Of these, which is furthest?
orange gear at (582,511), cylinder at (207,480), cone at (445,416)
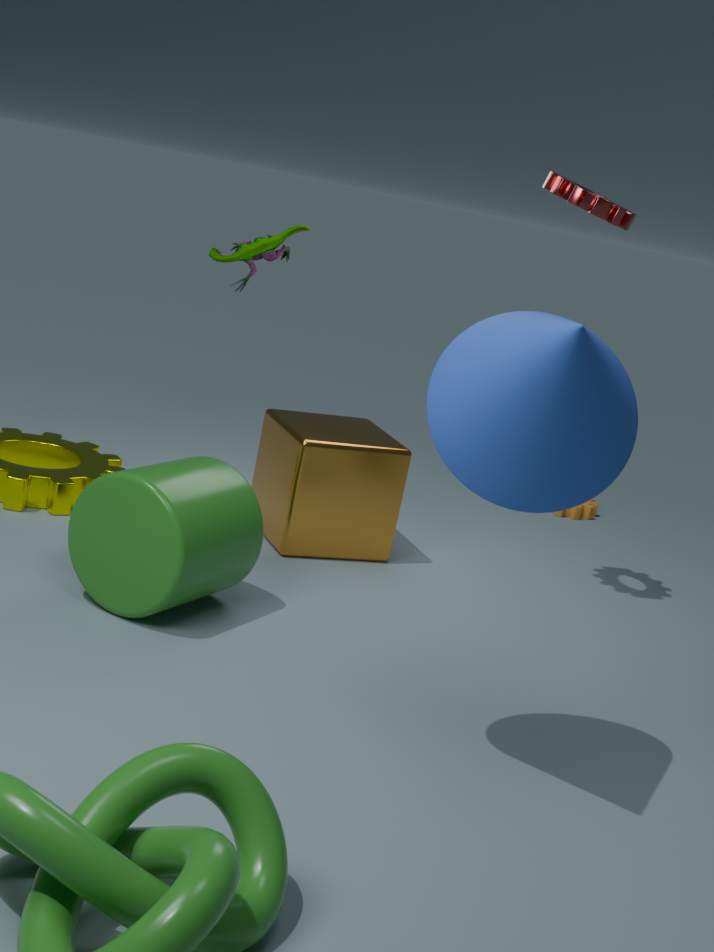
orange gear at (582,511)
